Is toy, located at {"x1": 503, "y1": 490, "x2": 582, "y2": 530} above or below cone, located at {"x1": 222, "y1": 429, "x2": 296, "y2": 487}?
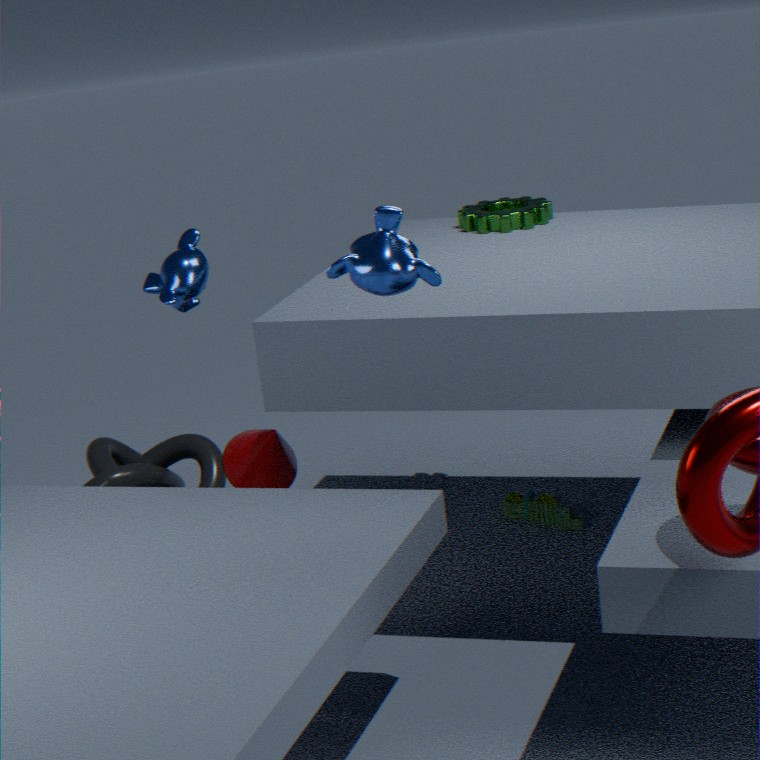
below
